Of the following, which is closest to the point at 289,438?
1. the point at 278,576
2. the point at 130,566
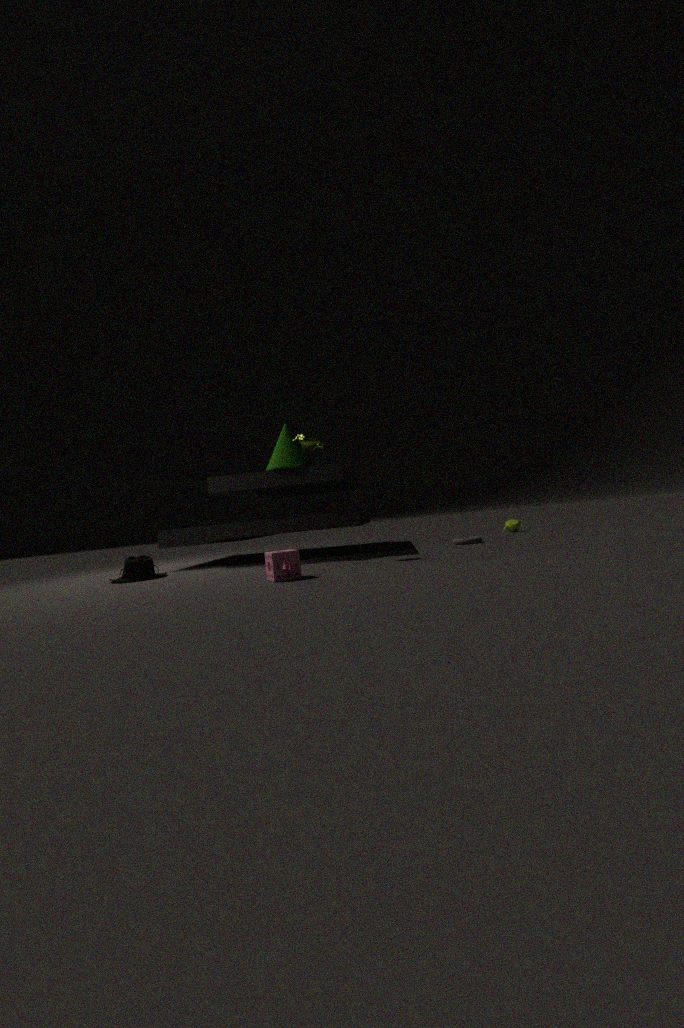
the point at 278,576
